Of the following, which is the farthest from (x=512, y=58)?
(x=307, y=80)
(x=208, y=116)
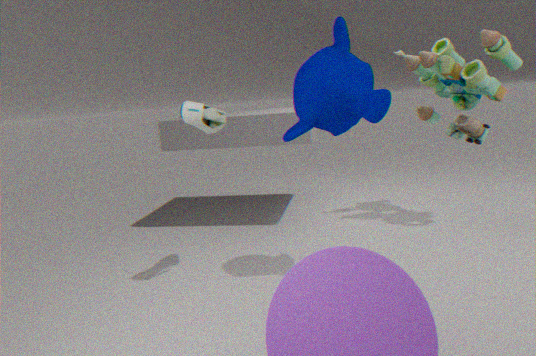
(x=208, y=116)
